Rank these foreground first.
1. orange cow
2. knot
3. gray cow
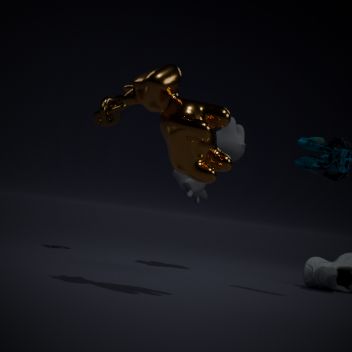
orange cow → gray cow → knot
